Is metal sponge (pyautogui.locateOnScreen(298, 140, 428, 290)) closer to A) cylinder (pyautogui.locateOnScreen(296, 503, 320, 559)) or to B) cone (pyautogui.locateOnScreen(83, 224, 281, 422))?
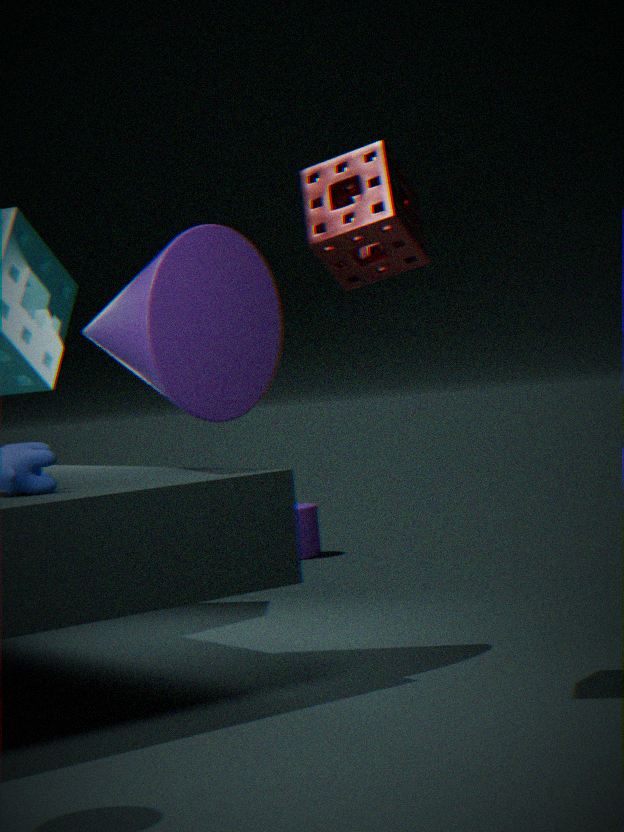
B) cone (pyautogui.locateOnScreen(83, 224, 281, 422))
